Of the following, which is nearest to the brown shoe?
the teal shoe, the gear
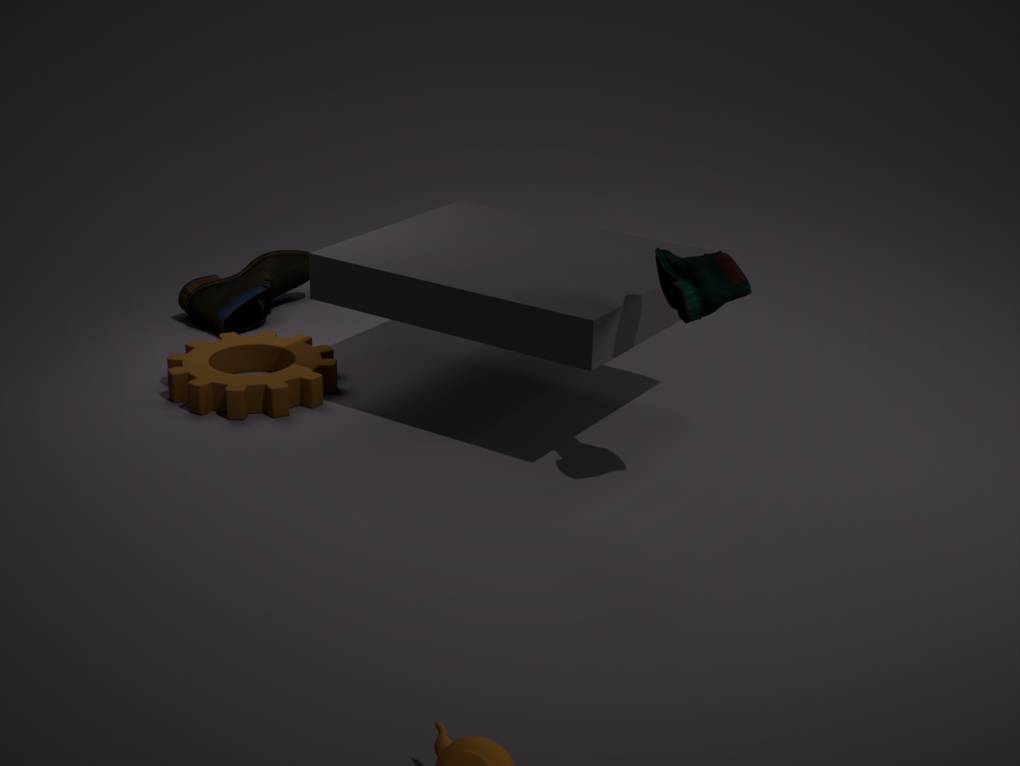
the gear
